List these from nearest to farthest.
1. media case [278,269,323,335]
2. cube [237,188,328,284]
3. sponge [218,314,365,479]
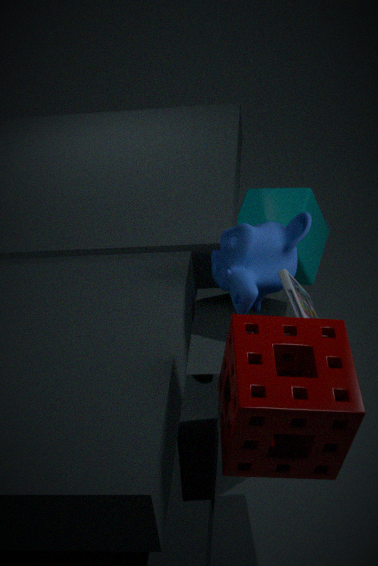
sponge [218,314,365,479], media case [278,269,323,335], cube [237,188,328,284]
